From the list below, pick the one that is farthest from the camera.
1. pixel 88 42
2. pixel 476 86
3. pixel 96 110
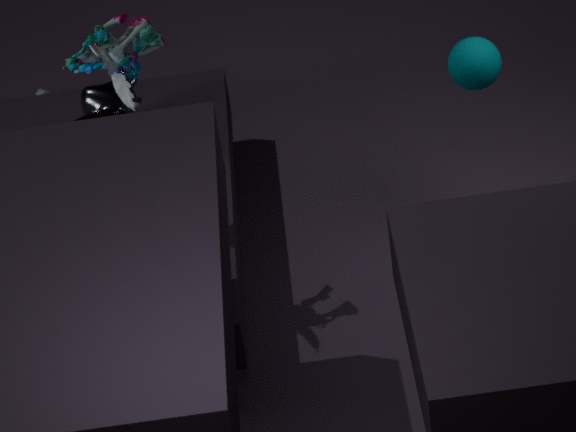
pixel 96 110
